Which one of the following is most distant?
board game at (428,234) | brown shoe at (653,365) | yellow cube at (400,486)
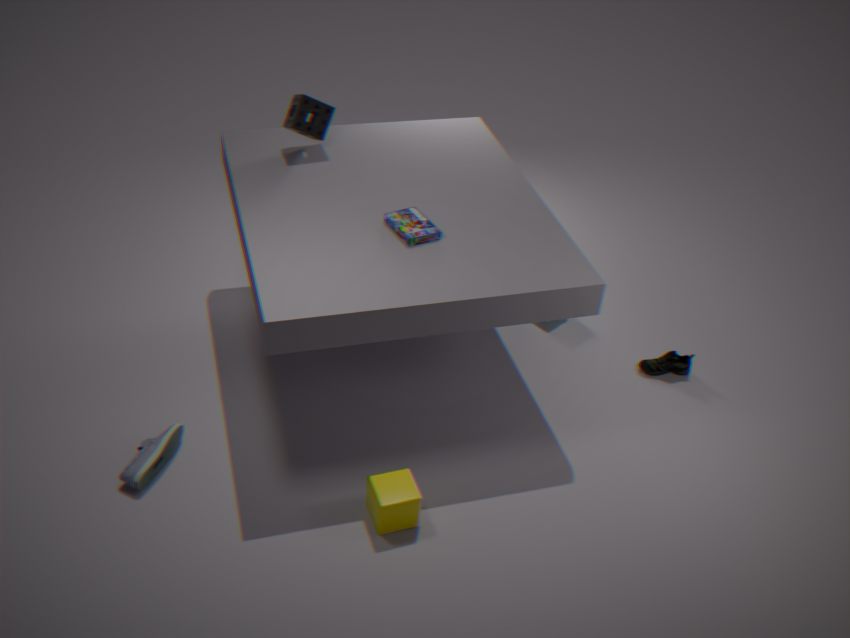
brown shoe at (653,365)
